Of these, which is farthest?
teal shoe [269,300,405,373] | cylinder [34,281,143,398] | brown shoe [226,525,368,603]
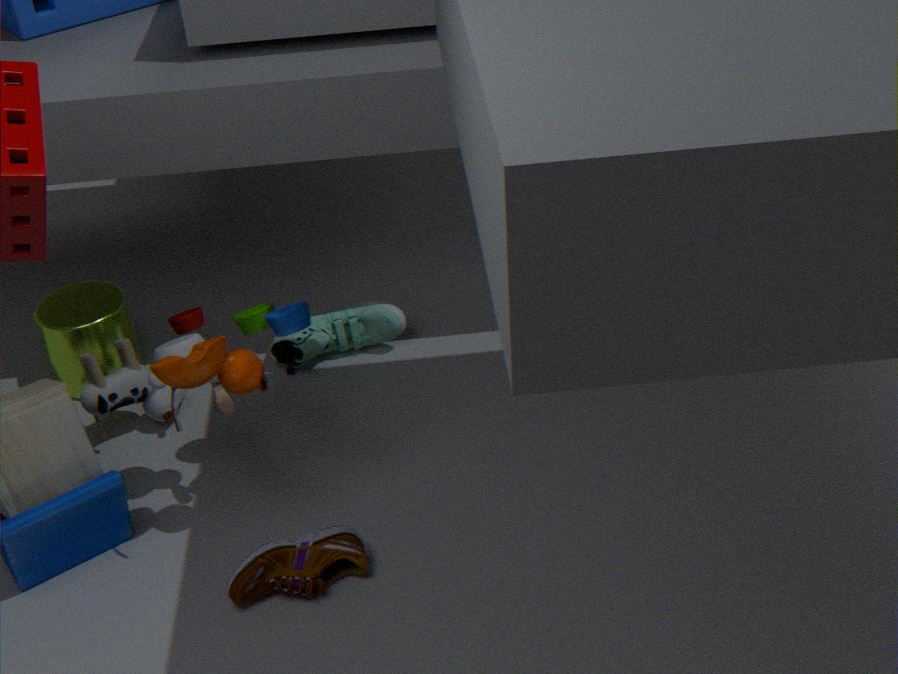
teal shoe [269,300,405,373]
